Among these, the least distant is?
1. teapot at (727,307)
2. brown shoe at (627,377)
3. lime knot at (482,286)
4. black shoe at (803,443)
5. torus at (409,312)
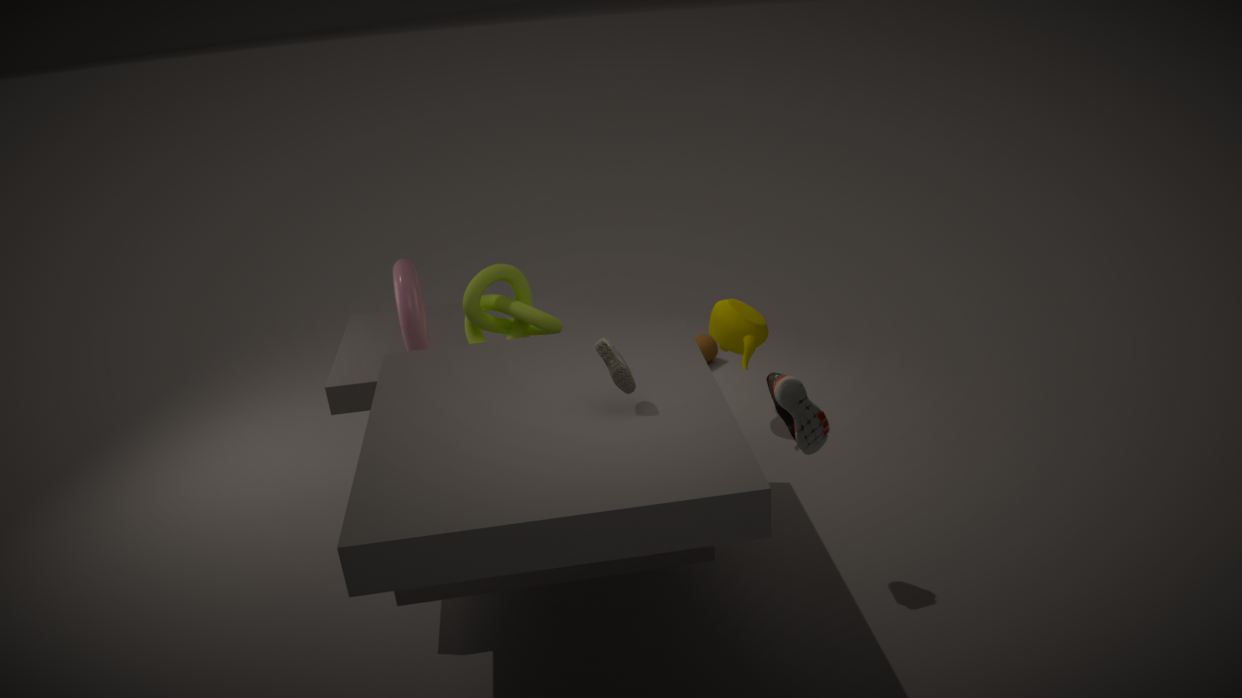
black shoe at (803,443)
